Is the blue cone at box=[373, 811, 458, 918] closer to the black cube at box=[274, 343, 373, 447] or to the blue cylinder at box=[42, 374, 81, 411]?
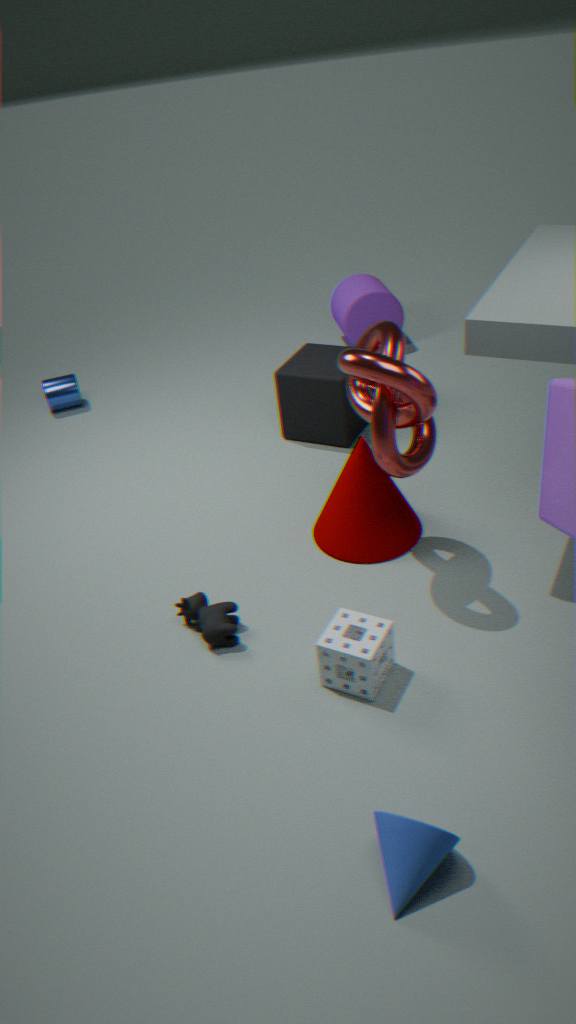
the black cube at box=[274, 343, 373, 447]
